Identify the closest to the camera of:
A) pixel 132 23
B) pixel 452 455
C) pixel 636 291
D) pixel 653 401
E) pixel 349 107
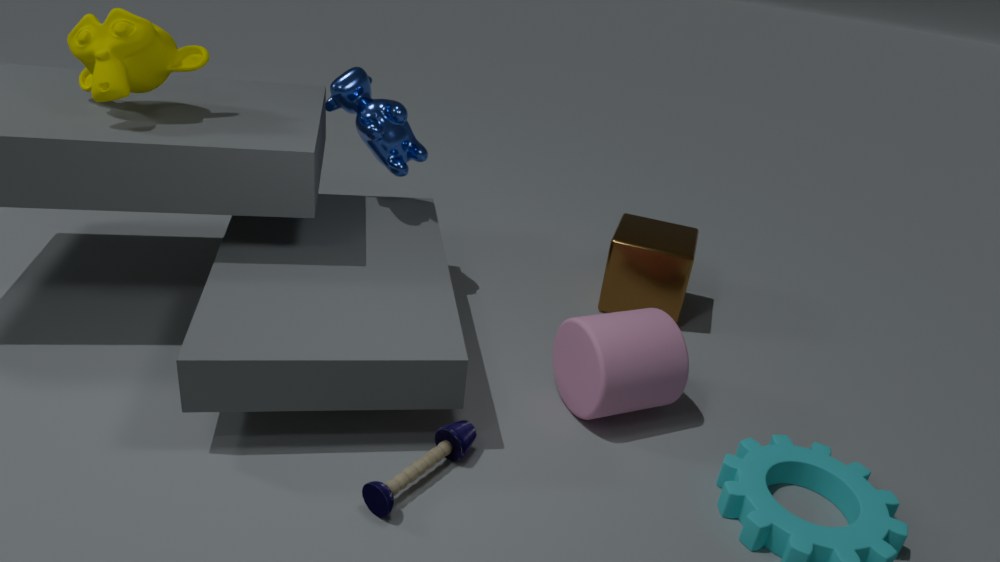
pixel 452 455
